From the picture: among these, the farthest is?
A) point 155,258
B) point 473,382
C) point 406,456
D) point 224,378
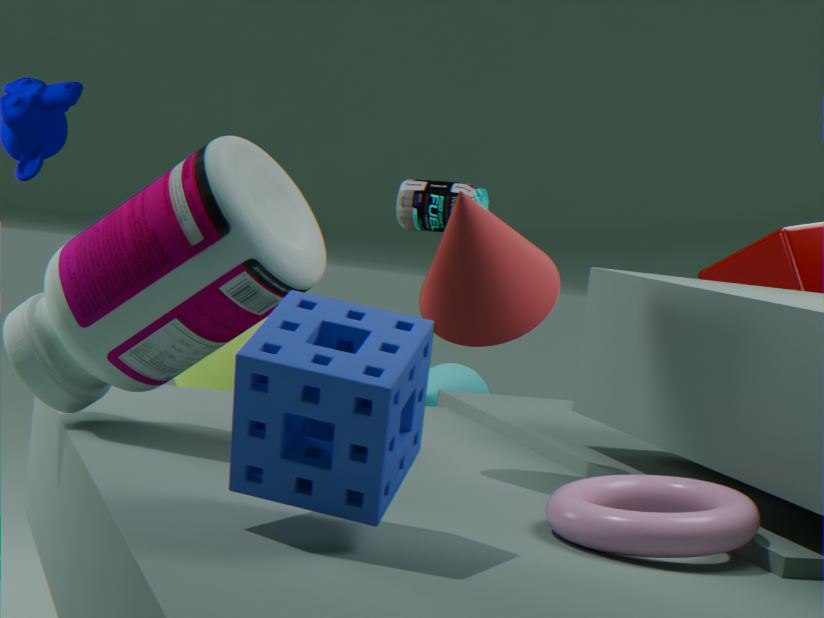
point 473,382
